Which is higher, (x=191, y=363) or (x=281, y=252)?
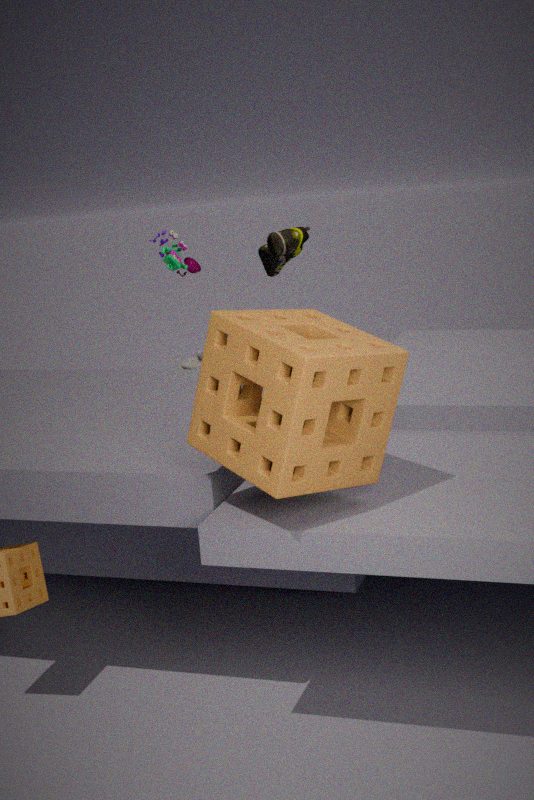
(x=281, y=252)
